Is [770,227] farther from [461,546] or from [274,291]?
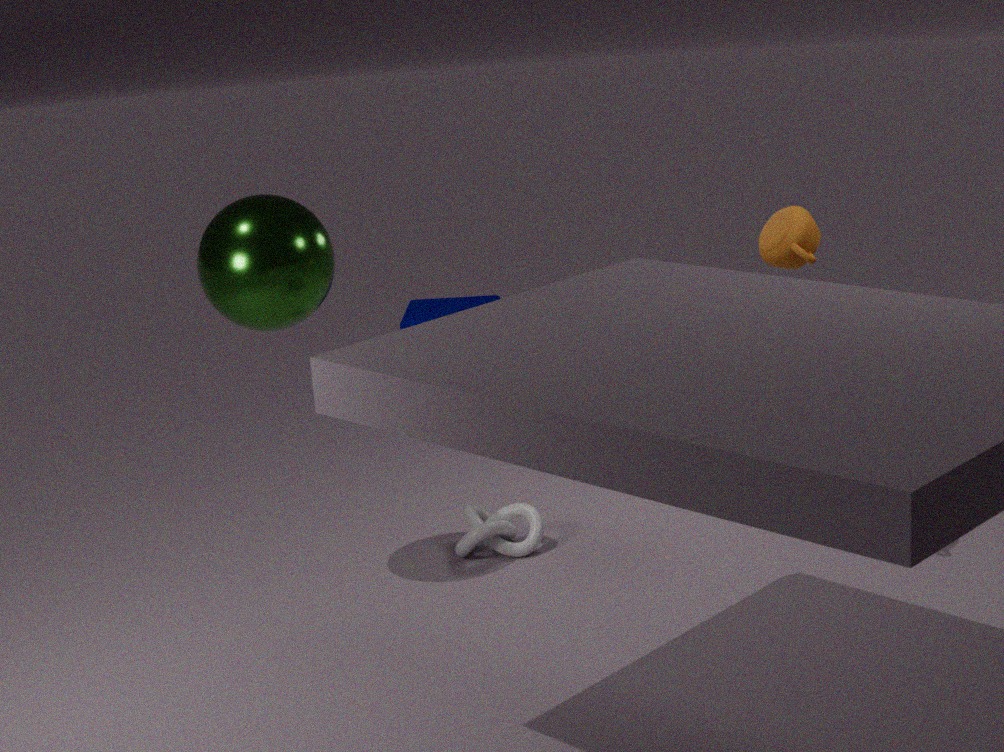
[274,291]
